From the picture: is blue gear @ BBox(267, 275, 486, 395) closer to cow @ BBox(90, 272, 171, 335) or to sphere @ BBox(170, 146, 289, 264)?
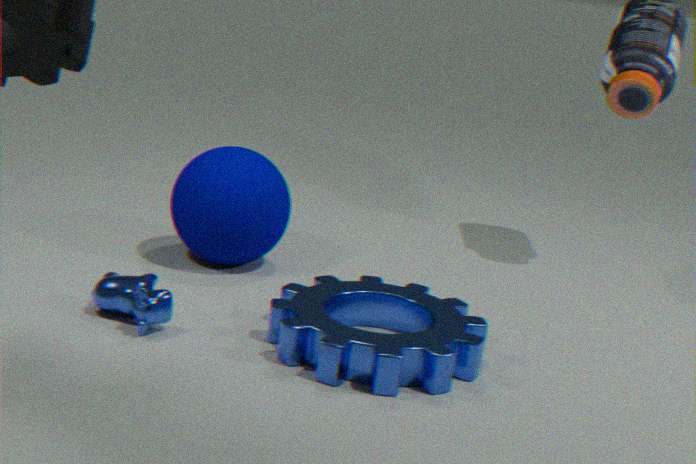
cow @ BBox(90, 272, 171, 335)
